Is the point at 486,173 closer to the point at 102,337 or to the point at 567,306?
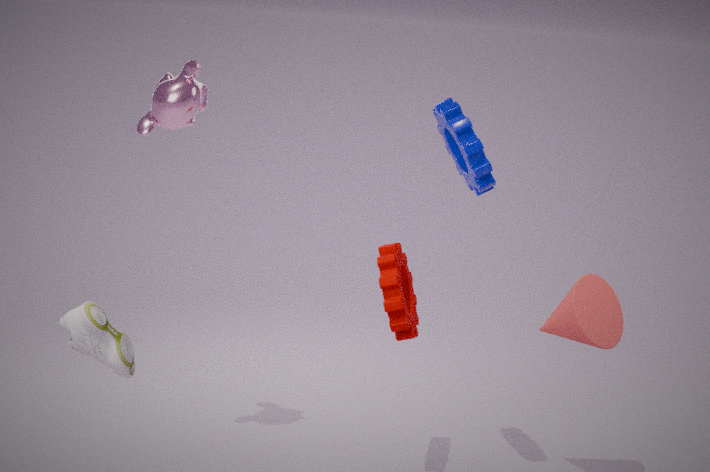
the point at 567,306
